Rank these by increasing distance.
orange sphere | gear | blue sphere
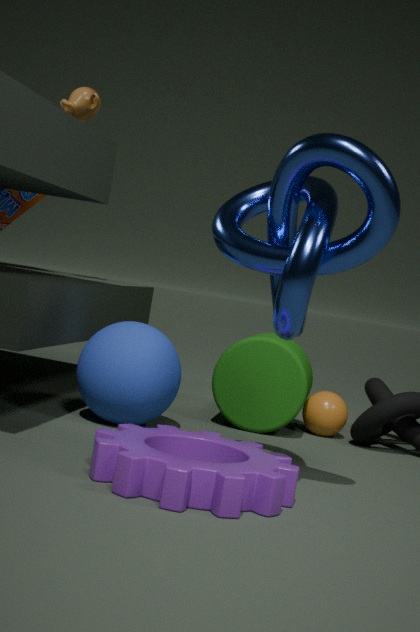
gear < blue sphere < orange sphere
